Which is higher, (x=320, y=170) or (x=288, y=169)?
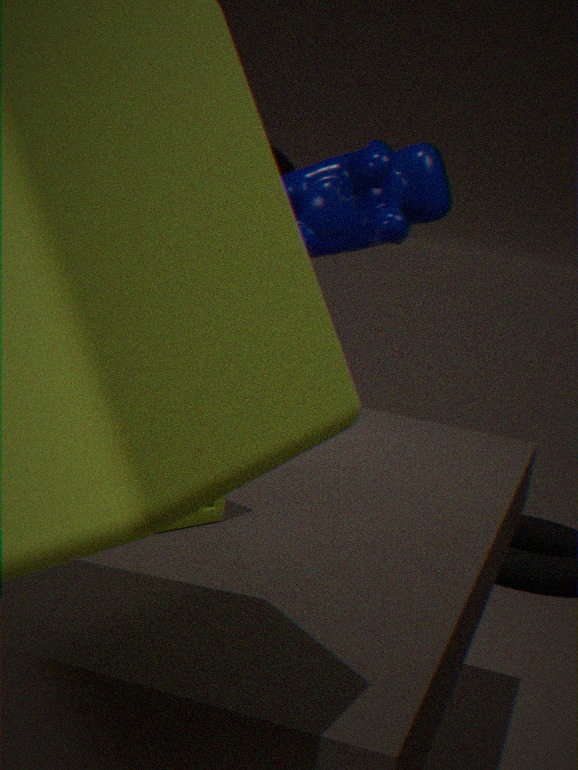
(x=320, y=170)
